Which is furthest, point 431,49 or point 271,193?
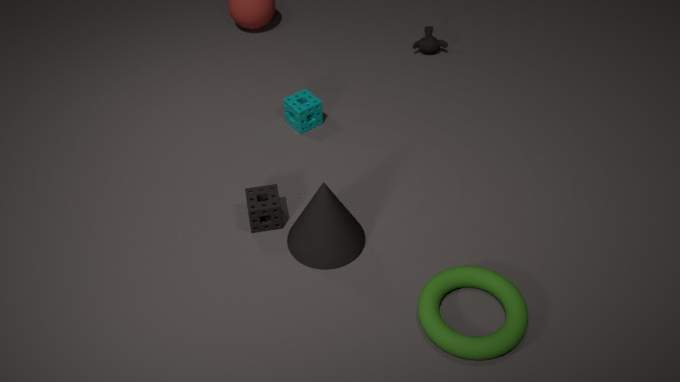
point 431,49
